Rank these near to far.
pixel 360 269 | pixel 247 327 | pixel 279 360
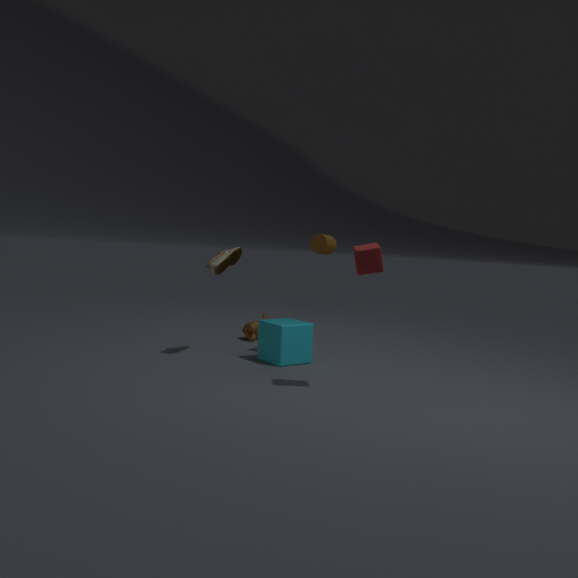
pixel 360 269
pixel 279 360
pixel 247 327
